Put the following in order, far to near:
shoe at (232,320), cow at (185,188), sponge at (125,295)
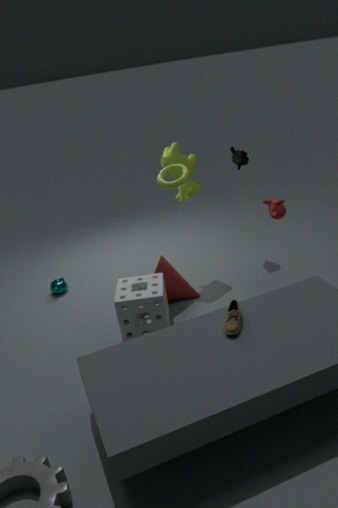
cow at (185,188) → sponge at (125,295) → shoe at (232,320)
